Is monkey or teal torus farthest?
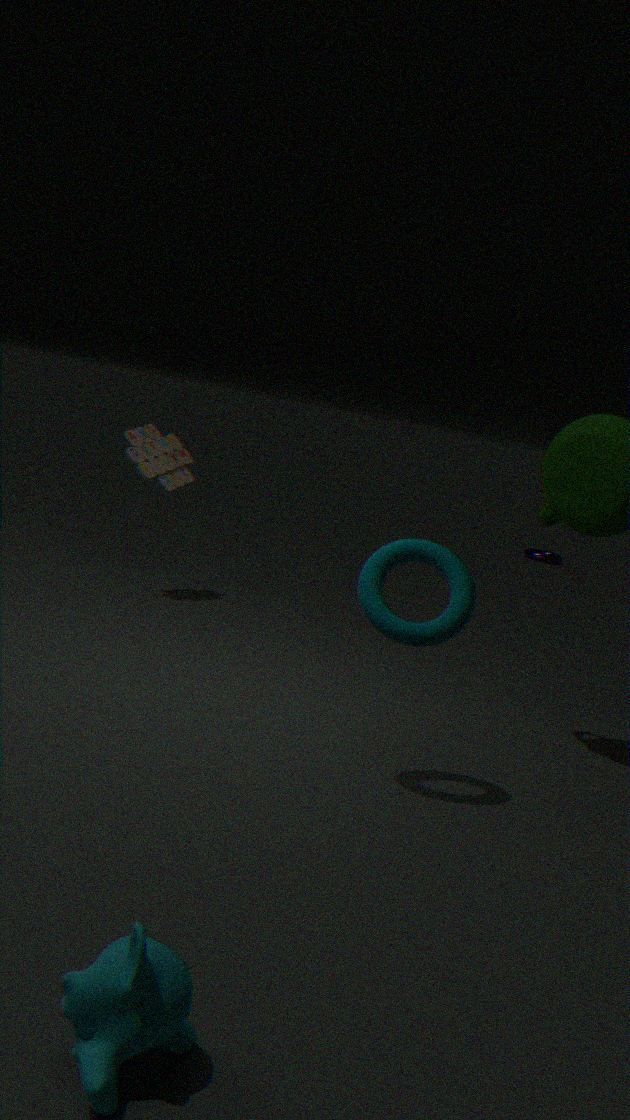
teal torus
